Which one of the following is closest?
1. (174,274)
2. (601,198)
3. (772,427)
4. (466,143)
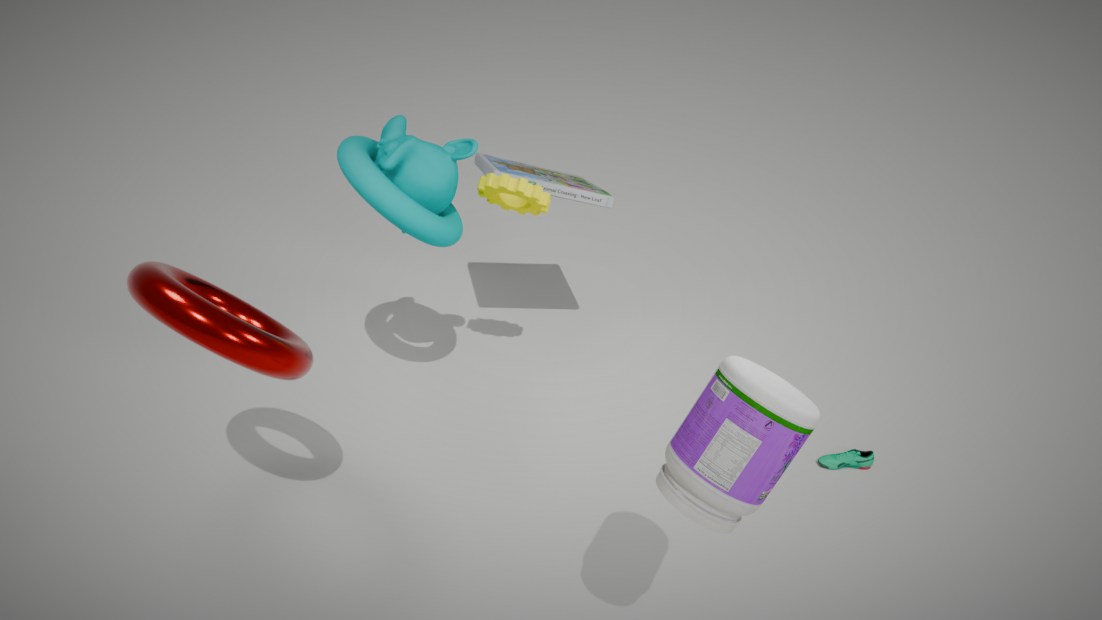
(772,427)
